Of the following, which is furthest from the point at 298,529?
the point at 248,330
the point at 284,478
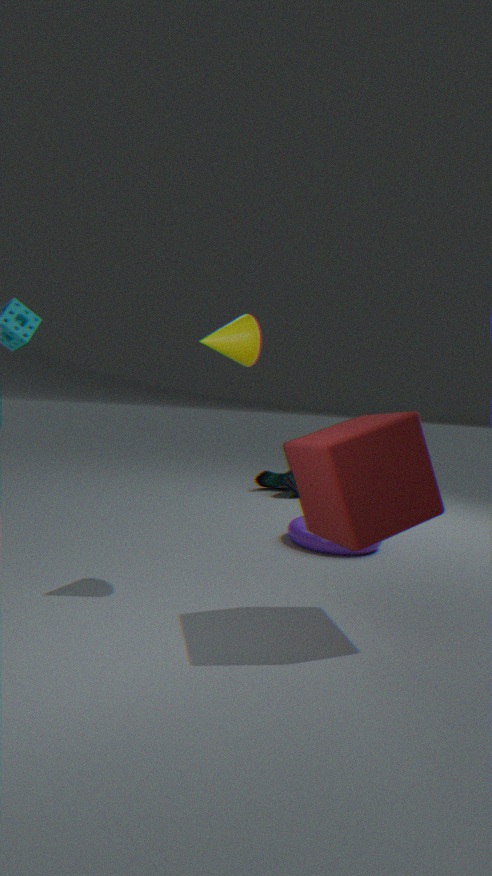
the point at 284,478
